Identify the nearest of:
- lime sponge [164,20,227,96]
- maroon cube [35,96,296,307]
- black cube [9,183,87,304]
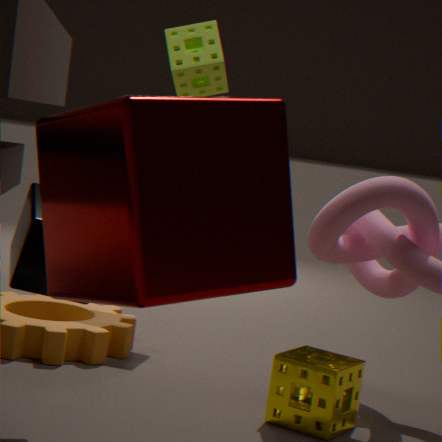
maroon cube [35,96,296,307]
